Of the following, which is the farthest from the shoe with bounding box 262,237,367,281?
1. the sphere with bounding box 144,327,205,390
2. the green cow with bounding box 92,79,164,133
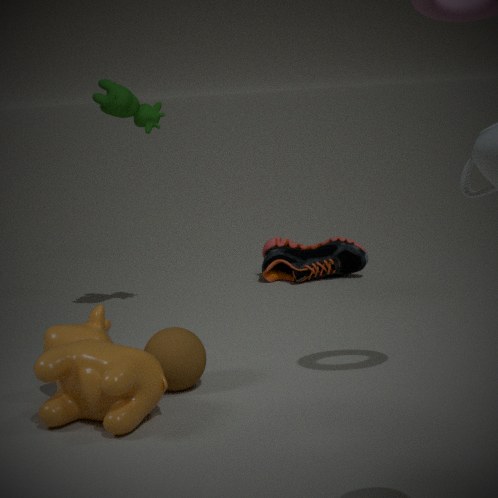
the sphere with bounding box 144,327,205,390
